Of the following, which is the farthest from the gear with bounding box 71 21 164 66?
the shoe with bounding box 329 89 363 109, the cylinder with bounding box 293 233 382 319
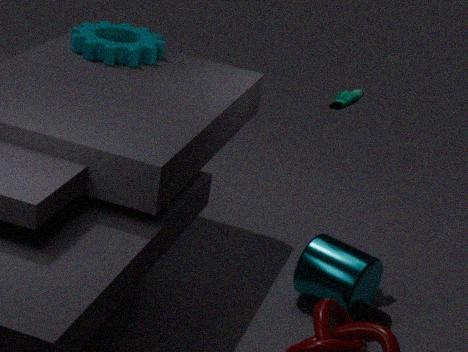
the cylinder with bounding box 293 233 382 319
